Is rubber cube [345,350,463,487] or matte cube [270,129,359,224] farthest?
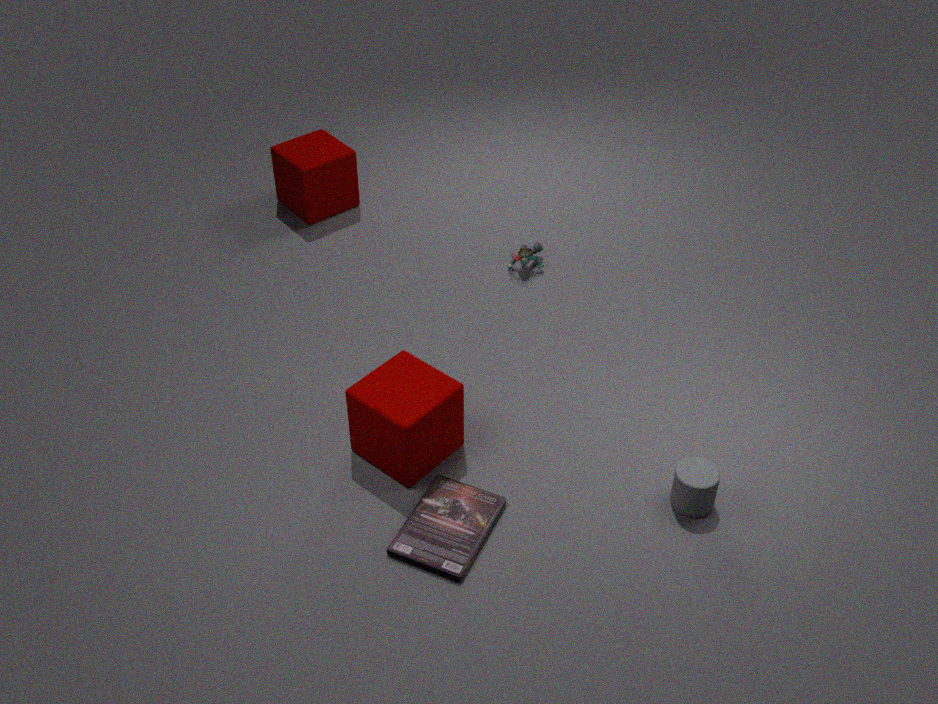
matte cube [270,129,359,224]
